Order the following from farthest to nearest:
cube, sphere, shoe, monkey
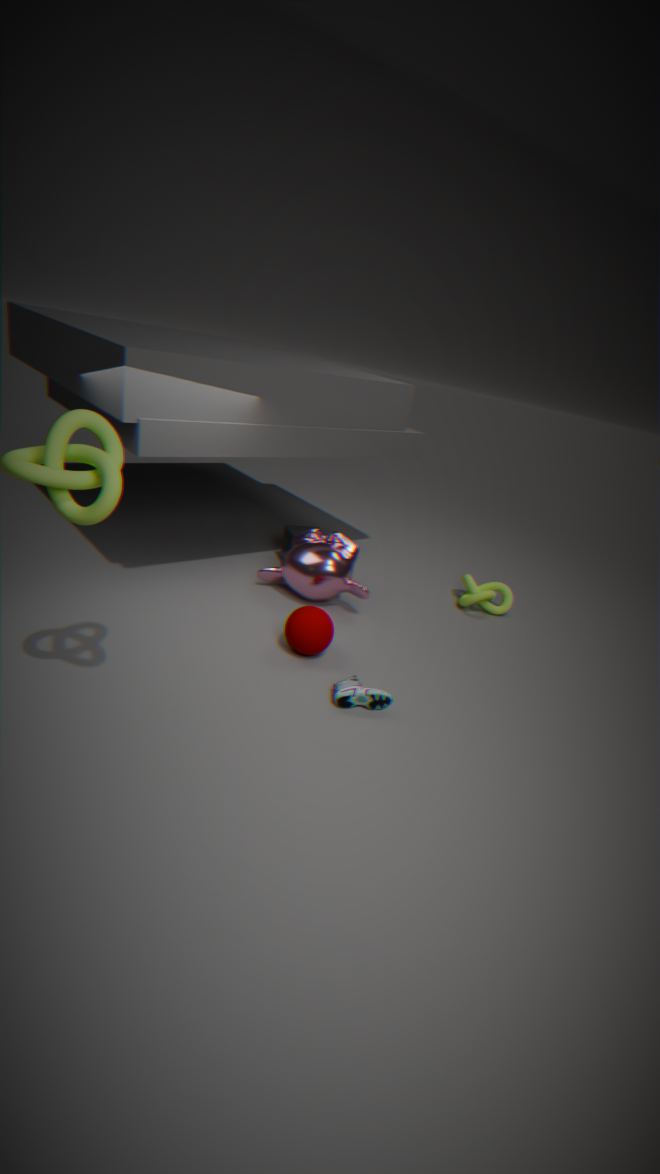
1. cube
2. monkey
3. sphere
4. shoe
